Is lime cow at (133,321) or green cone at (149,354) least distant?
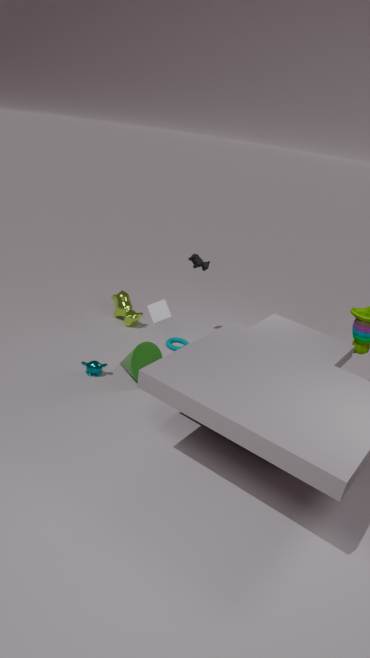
green cone at (149,354)
